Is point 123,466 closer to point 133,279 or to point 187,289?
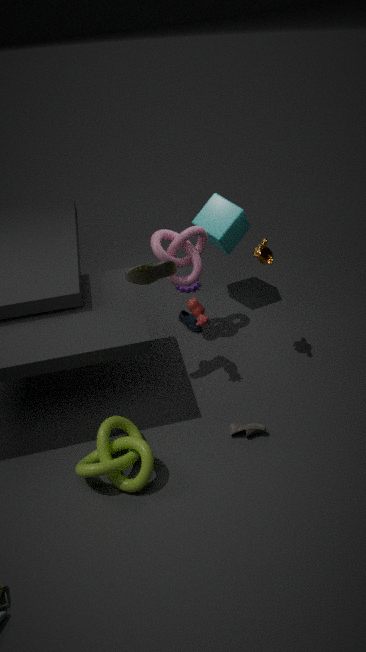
point 133,279
